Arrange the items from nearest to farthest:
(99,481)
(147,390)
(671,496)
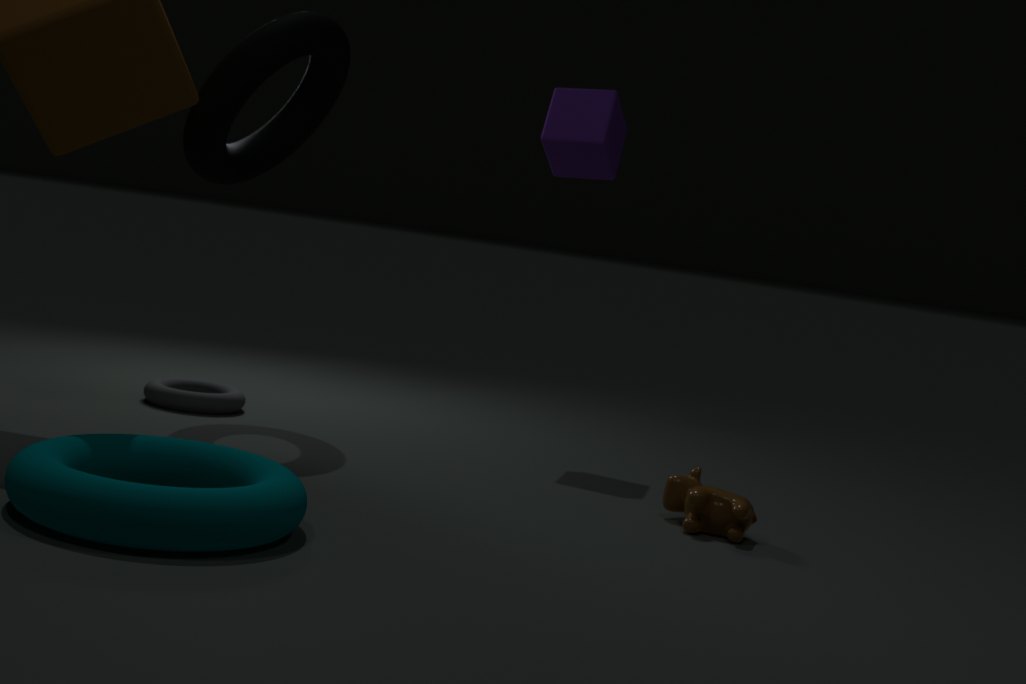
1. (99,481)
2. (671,496)
3. (147,390)
